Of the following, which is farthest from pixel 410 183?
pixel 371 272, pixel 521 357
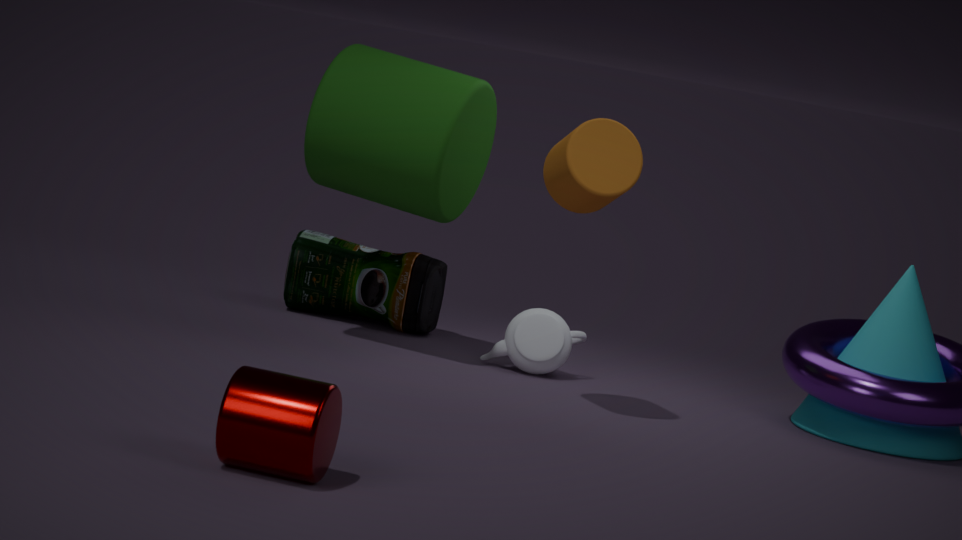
pixel 521 357
